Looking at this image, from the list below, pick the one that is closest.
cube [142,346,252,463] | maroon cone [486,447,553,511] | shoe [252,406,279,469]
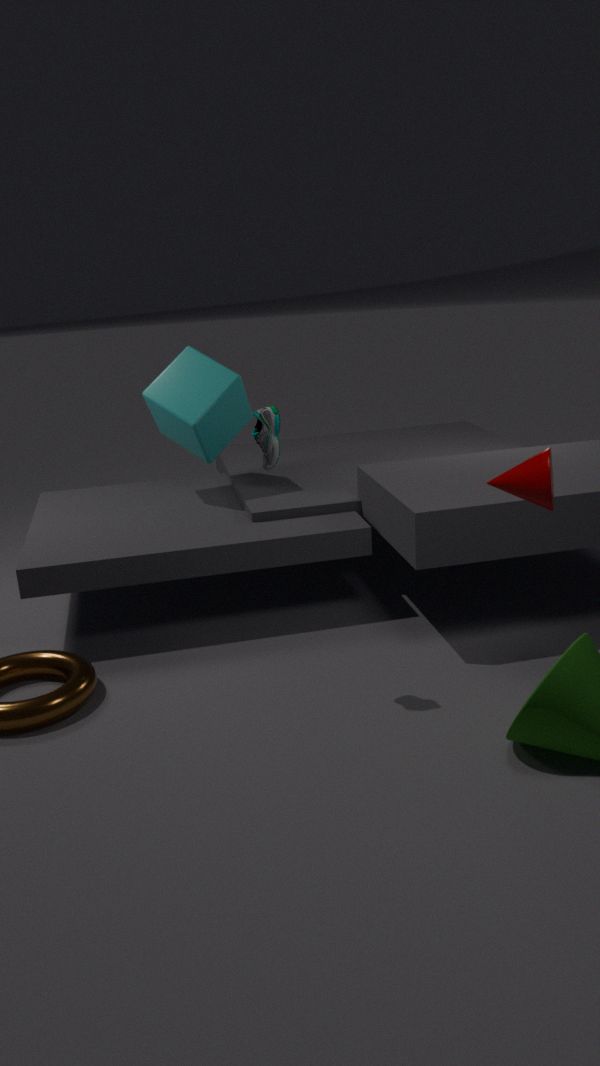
maroon cone [486,447,553,511]
